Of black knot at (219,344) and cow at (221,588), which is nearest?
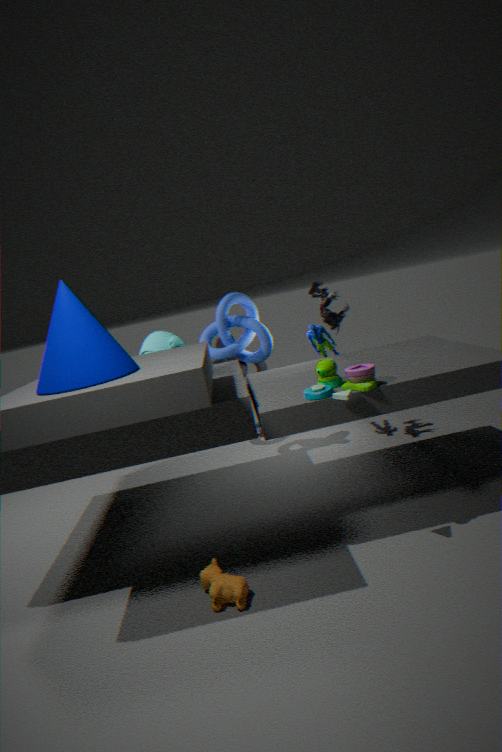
cow at (221,588)
